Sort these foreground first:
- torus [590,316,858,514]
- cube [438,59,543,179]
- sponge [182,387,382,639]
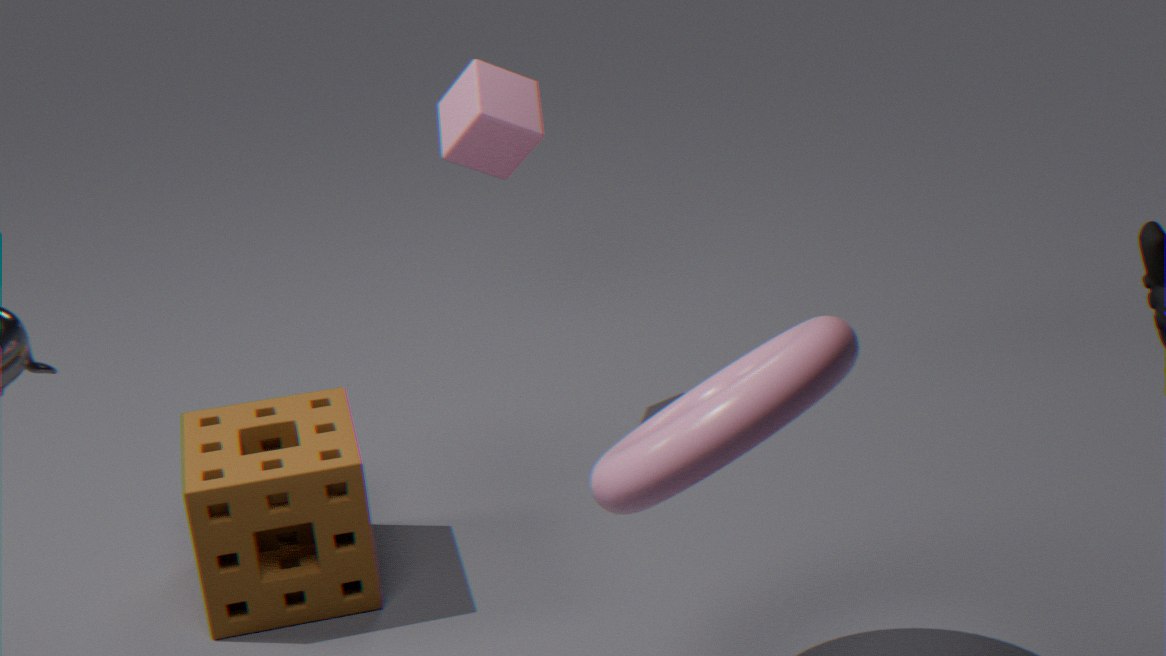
torus [590,316,858,514]
sponge [182,387,382,639]
cube [438,59,543,179]
